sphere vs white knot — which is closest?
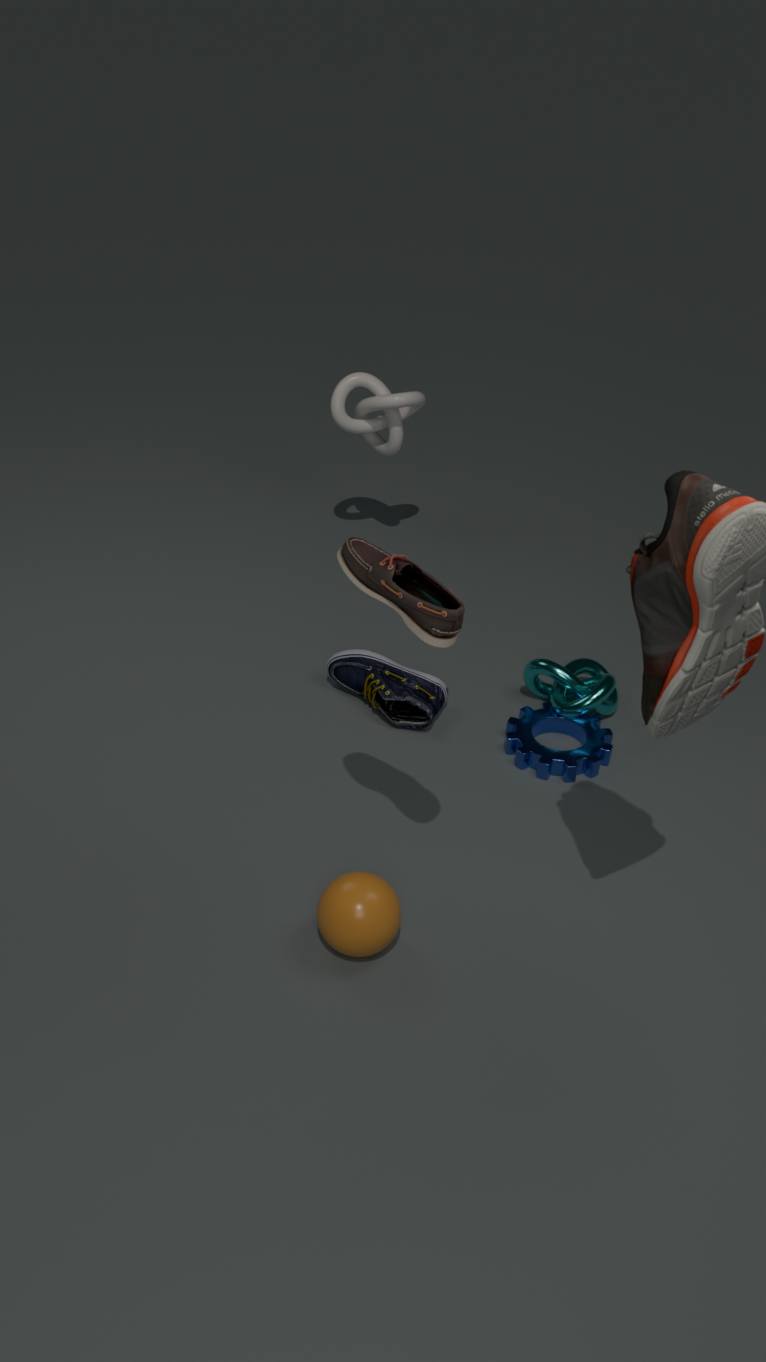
sphere
